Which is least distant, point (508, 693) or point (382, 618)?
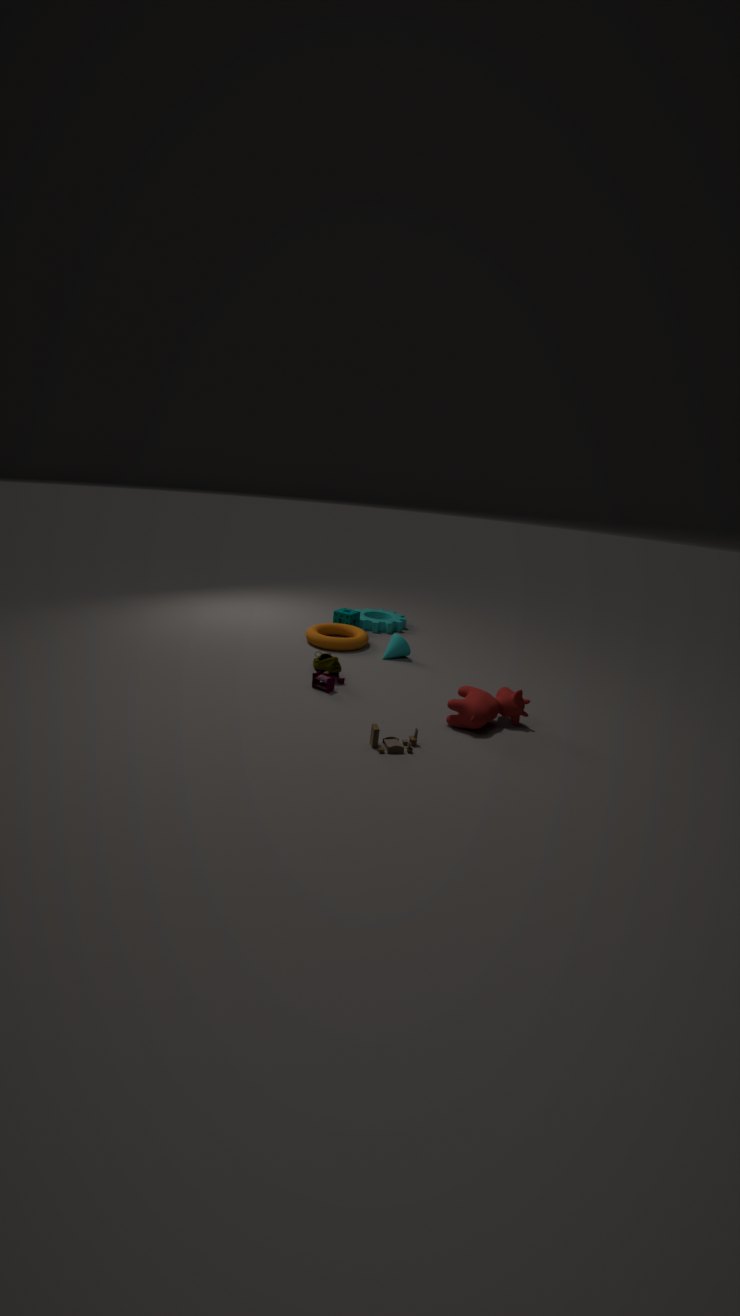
point (508, 693)
